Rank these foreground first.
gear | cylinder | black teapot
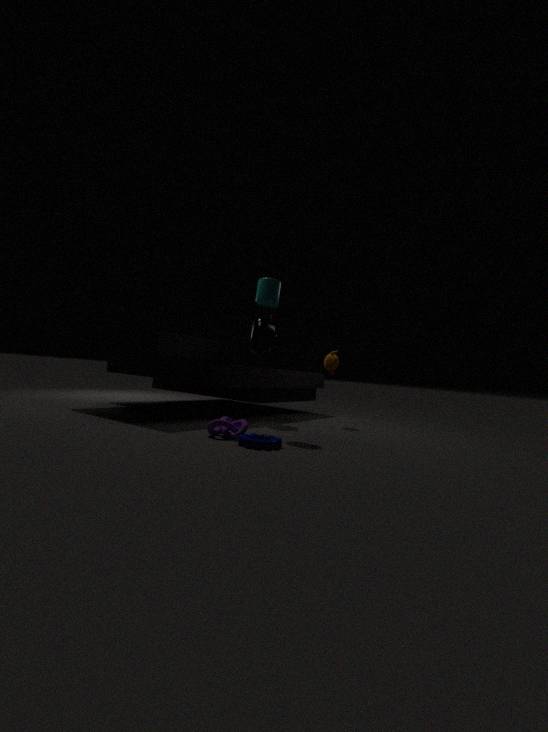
gear < cylinder < black teapot
